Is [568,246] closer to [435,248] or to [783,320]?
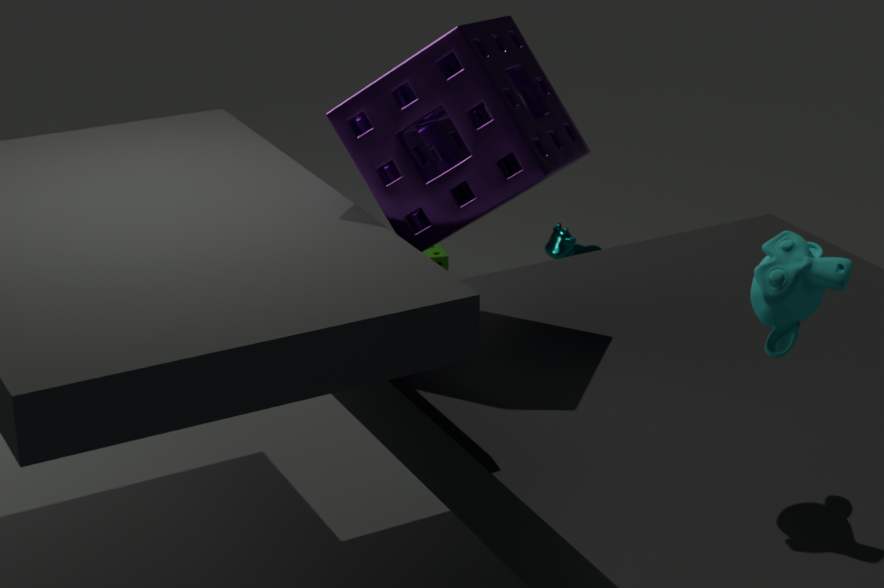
[435,248]
